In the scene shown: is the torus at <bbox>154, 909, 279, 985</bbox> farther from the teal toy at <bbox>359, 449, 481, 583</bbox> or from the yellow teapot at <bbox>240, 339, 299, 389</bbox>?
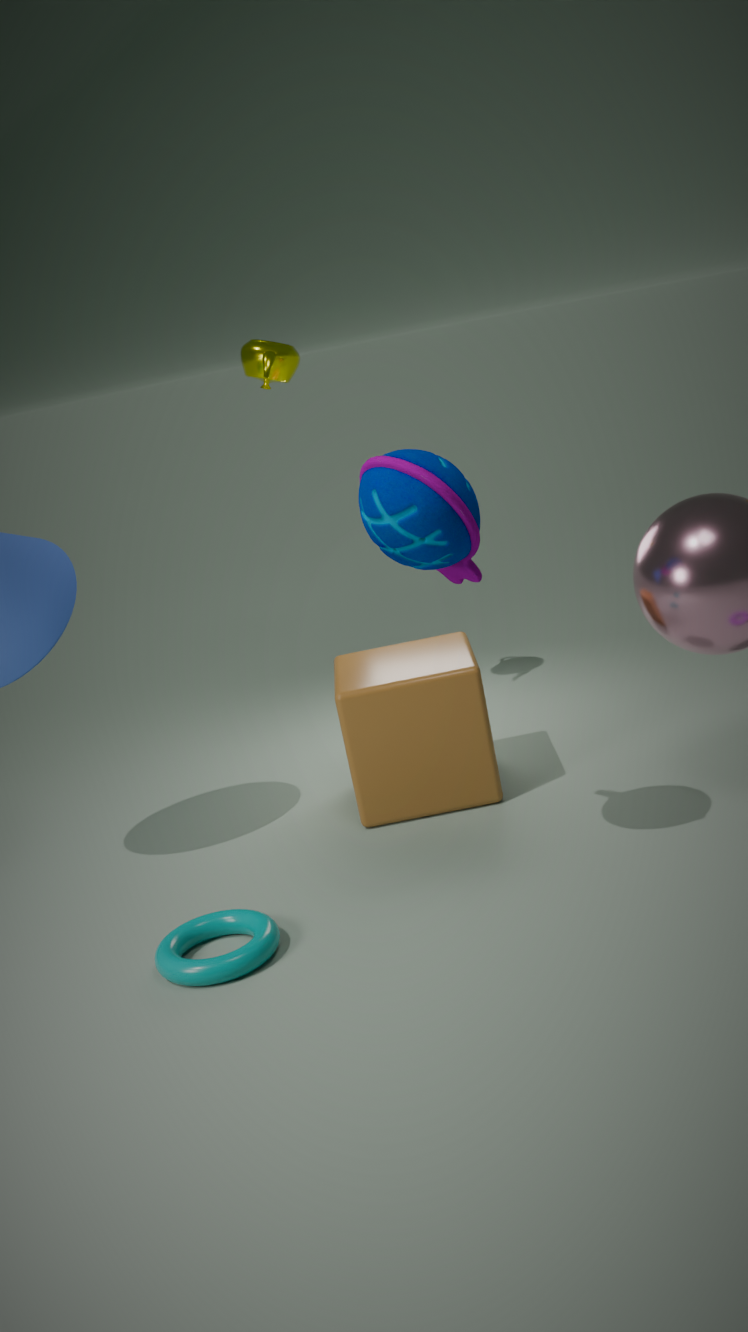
the yellow teapot at <bbox>240, 339, 299, 389</bbox>
